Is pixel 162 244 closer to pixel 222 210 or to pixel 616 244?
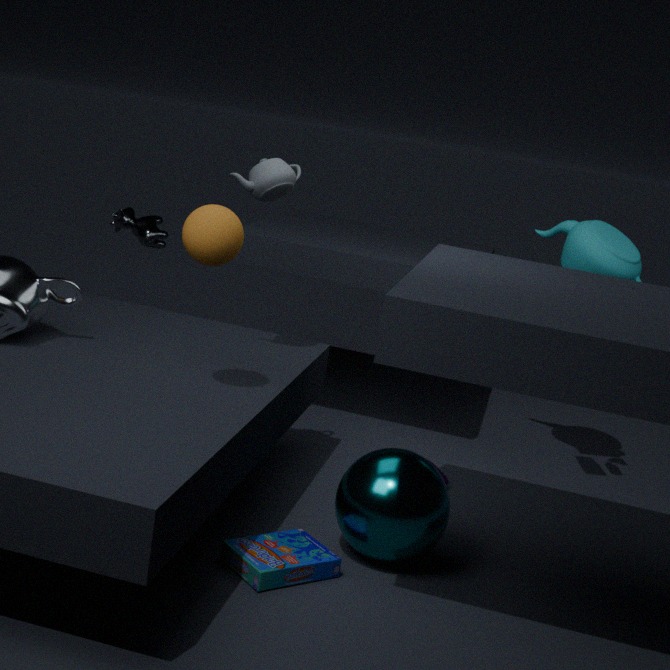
pixel 222 210
